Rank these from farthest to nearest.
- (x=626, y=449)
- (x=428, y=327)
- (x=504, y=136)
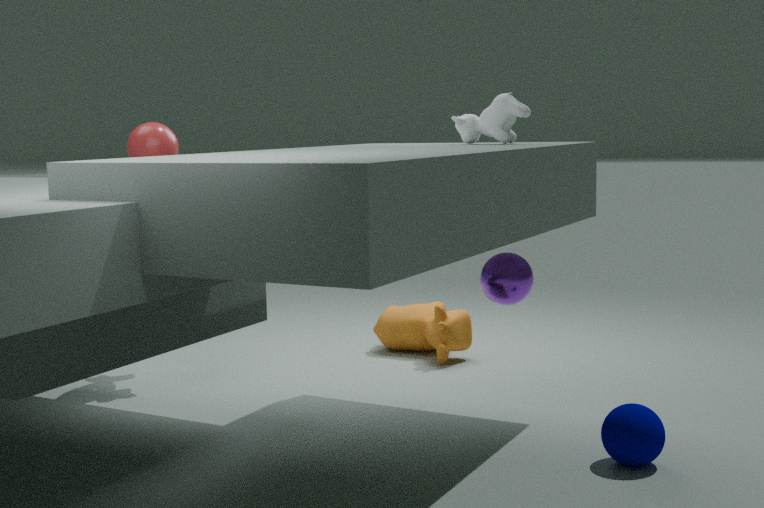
(x=428, y=327) < (x=504, y=136) < (x=626, y=449)
